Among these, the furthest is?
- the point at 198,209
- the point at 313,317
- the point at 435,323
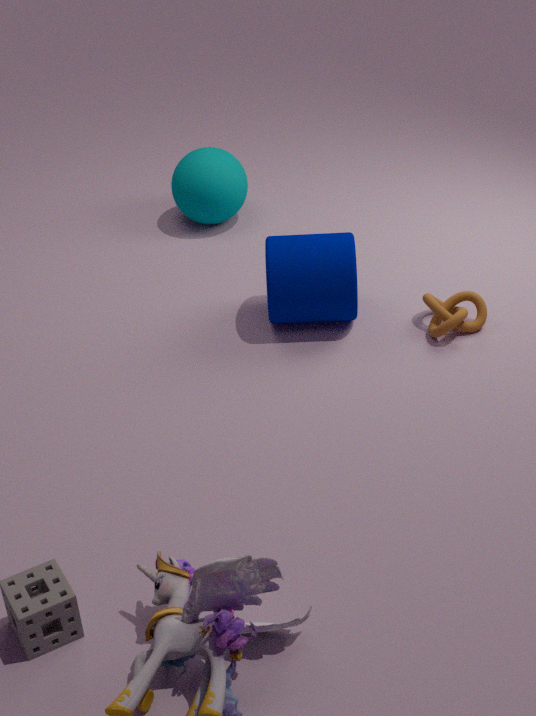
the point at 198,209
